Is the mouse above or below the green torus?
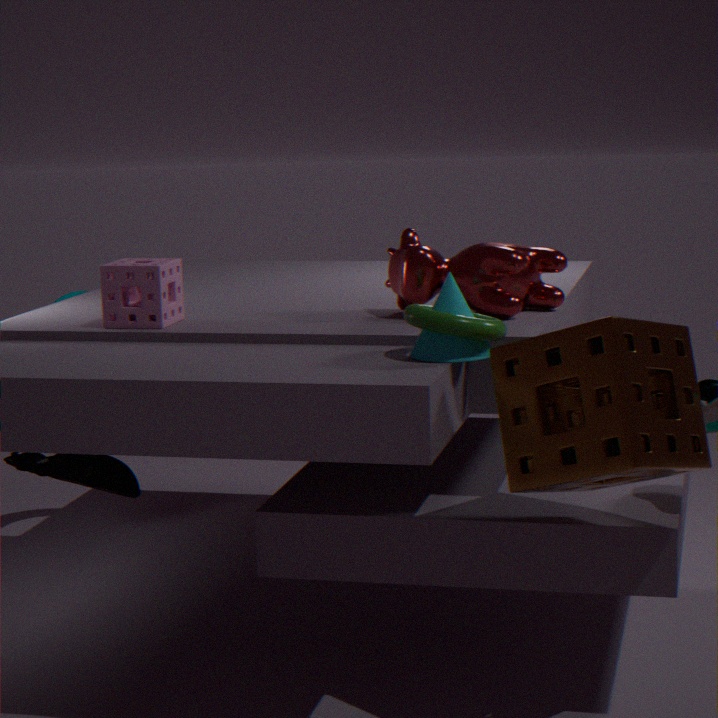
below
